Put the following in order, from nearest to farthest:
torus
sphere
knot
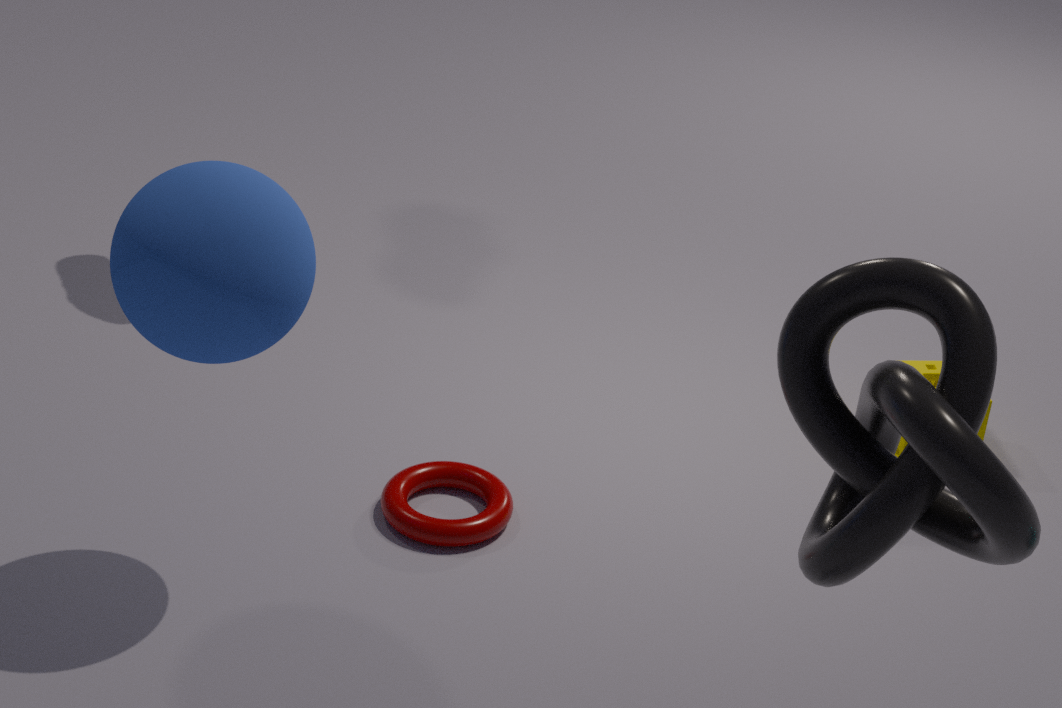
knot < sphere < torus
